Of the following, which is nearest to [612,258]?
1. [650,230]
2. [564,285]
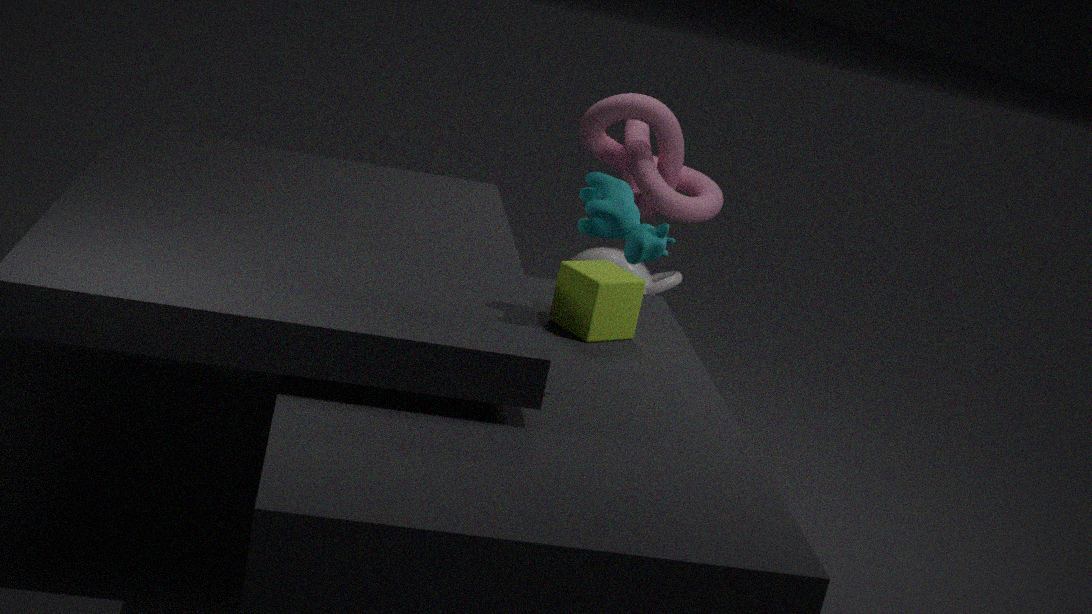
[564,285]
